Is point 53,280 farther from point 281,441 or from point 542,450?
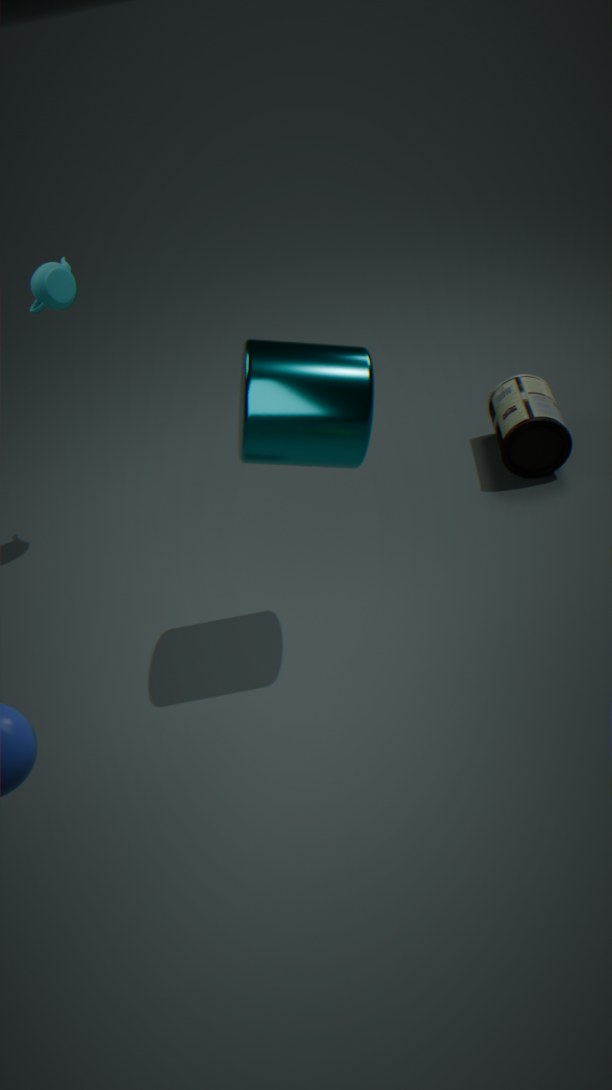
point 542,450
